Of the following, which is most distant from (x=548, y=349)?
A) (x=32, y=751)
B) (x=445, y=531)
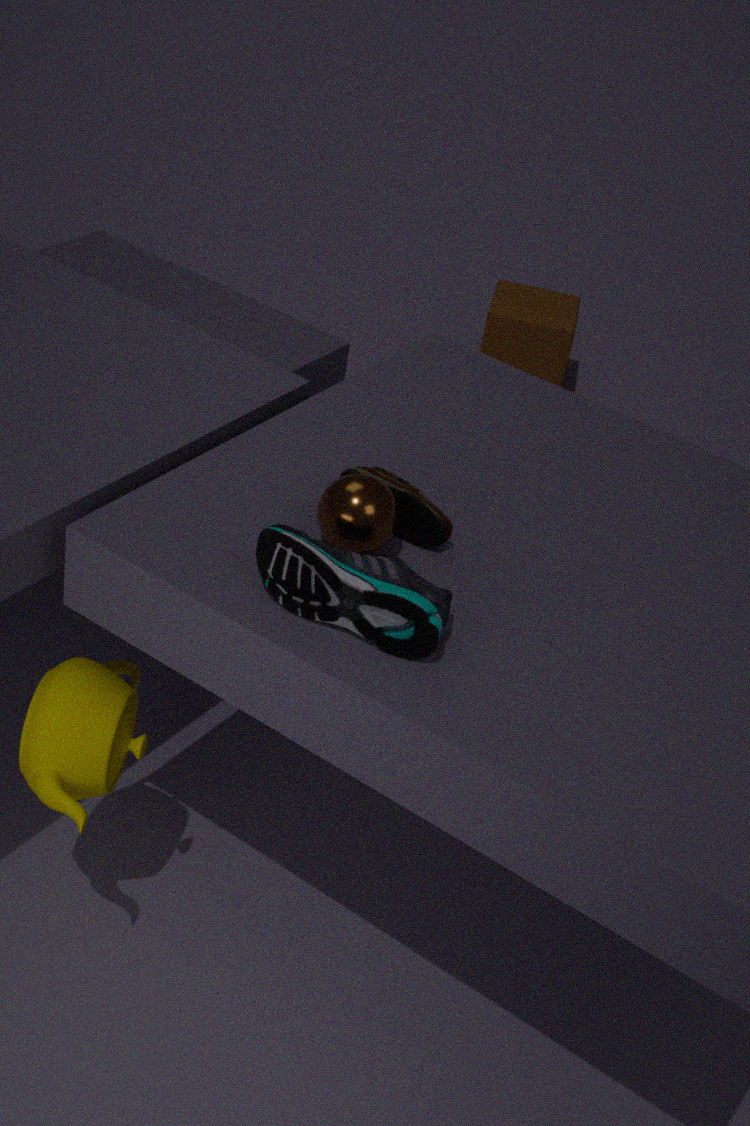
(x=32, y=751)
